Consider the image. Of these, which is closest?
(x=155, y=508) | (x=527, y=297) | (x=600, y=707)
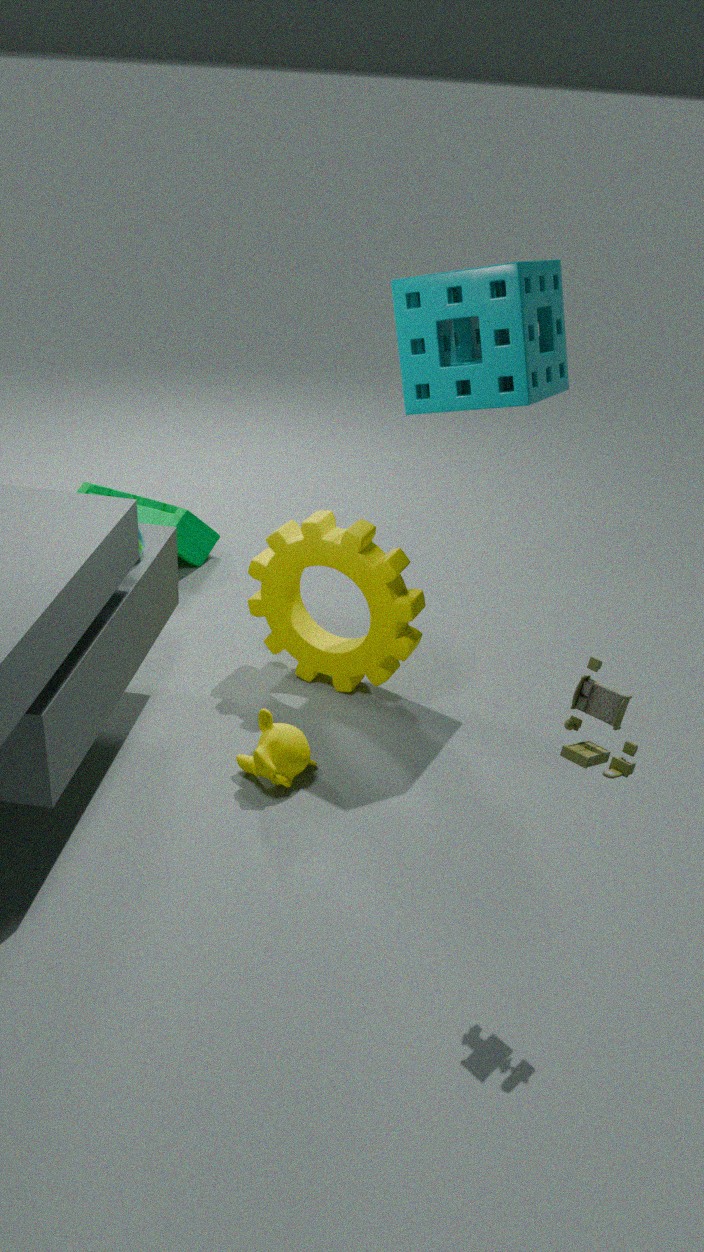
(x=600, y=707)
